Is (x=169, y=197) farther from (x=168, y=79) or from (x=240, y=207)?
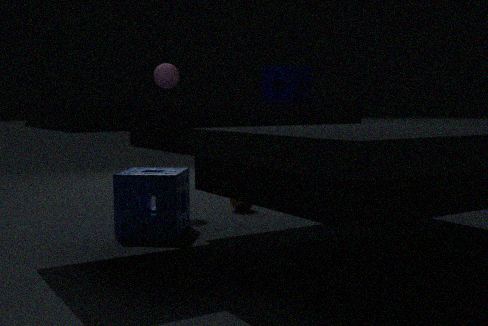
(x=168, y=79)
